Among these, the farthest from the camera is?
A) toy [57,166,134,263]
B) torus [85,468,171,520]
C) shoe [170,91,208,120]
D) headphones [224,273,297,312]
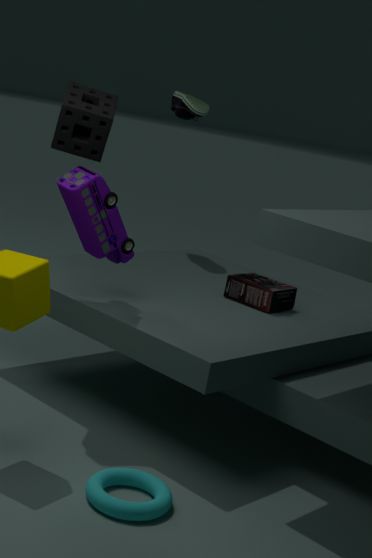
C. shoe [170,91,208,120]
